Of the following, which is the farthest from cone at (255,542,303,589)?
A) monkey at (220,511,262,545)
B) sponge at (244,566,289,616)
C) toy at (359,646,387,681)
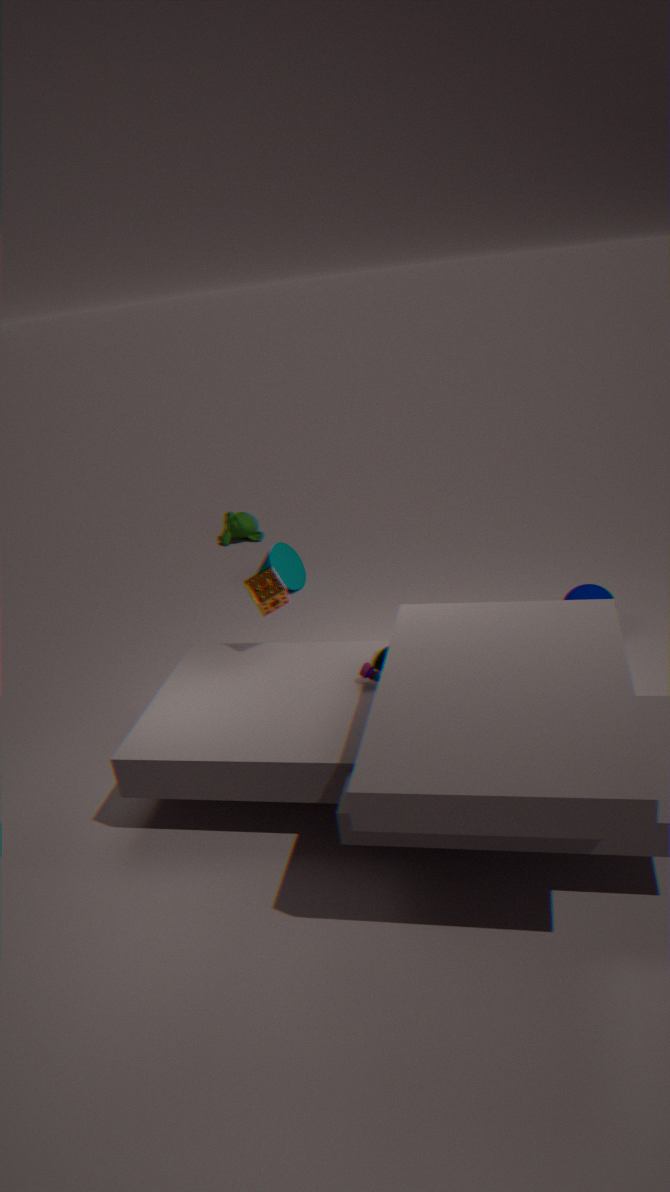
toy at (359,646,387,681)
